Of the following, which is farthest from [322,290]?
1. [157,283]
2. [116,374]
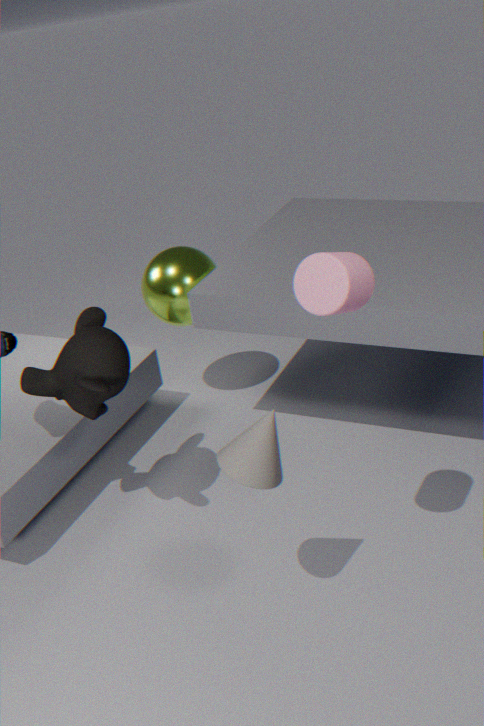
[157,283]
